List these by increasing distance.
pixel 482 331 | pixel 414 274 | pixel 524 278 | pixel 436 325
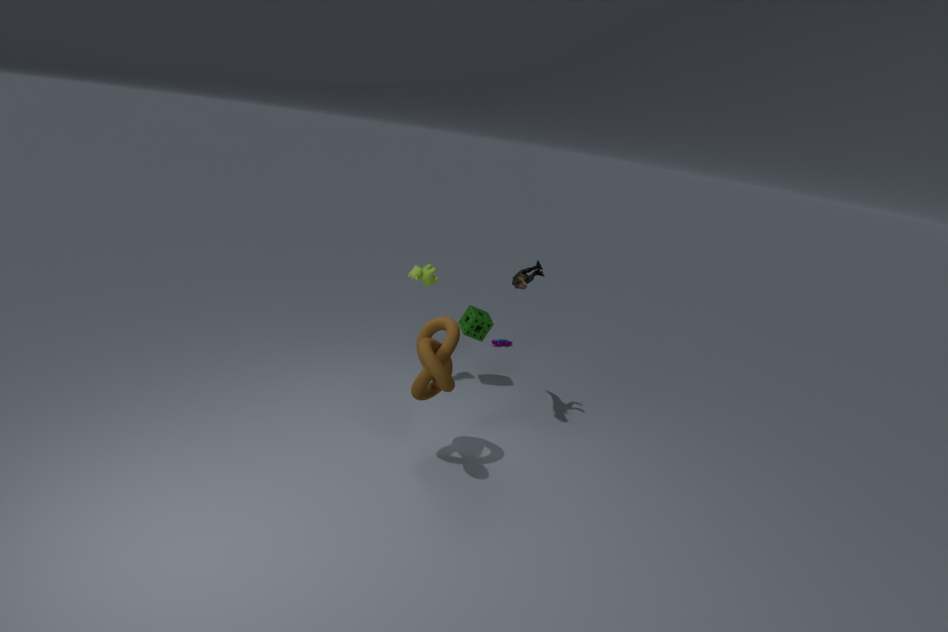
pixel 436 325 → pixel 524 278 → pixel 414 274 → pixel 482 331
